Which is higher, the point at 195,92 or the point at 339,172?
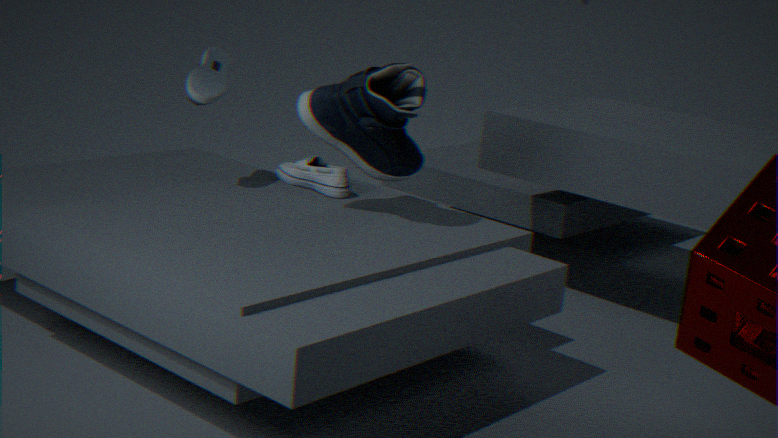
the point at 195,92
